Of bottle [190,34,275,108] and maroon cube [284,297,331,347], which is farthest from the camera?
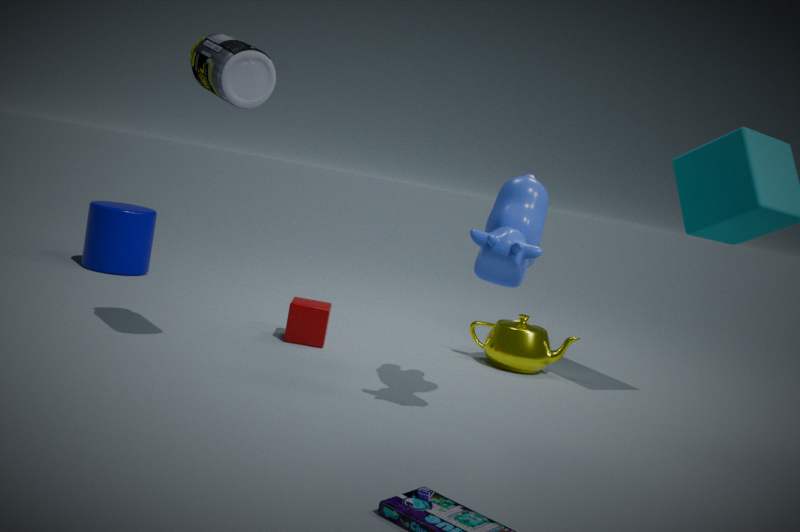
maroon cube [284,297,331,347]
